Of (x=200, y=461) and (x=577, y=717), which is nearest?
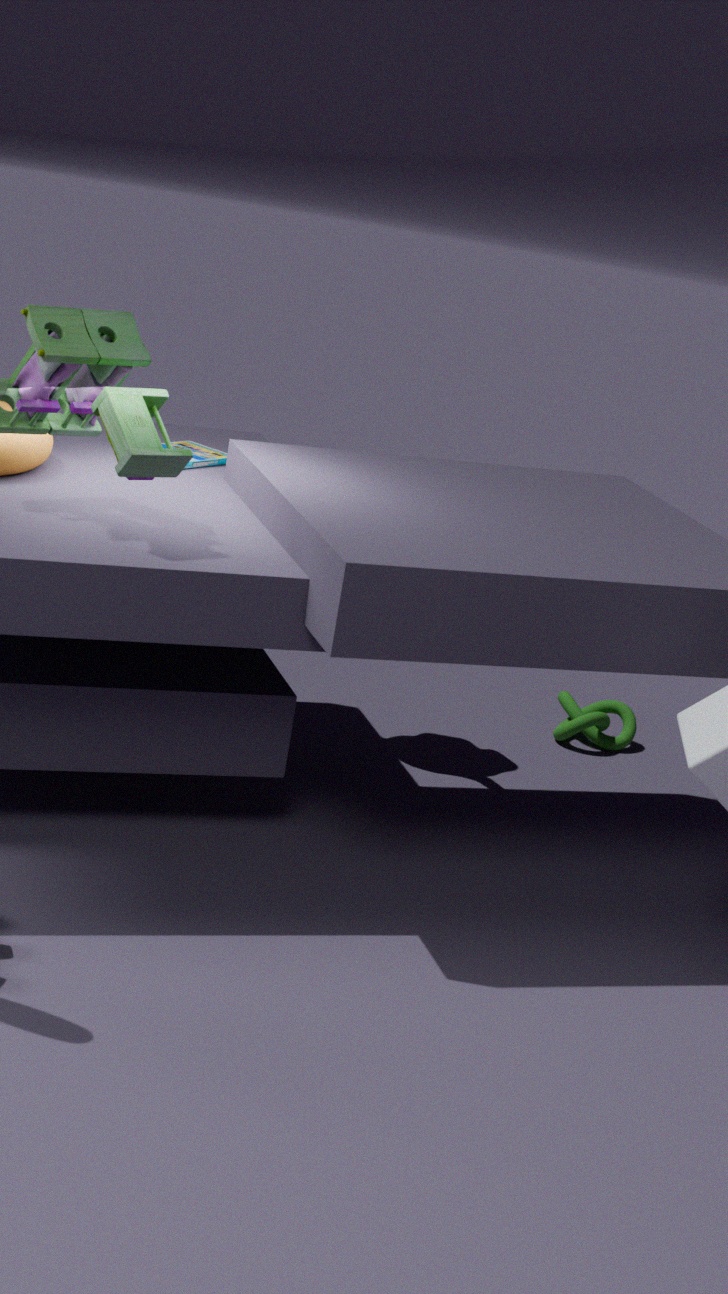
(x=200, y=461)
